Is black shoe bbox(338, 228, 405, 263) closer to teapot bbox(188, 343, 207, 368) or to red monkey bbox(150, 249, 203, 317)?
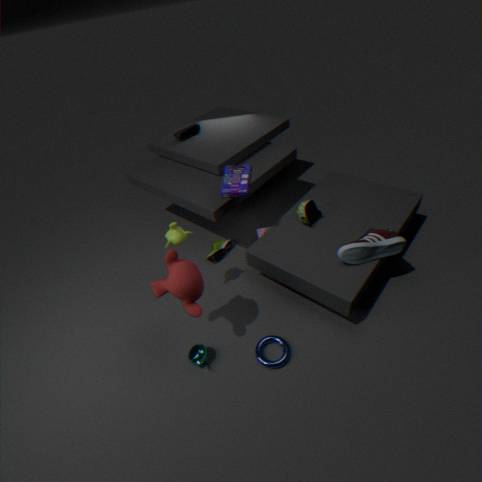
red monkey bbox(150, 249, 203, 317)
